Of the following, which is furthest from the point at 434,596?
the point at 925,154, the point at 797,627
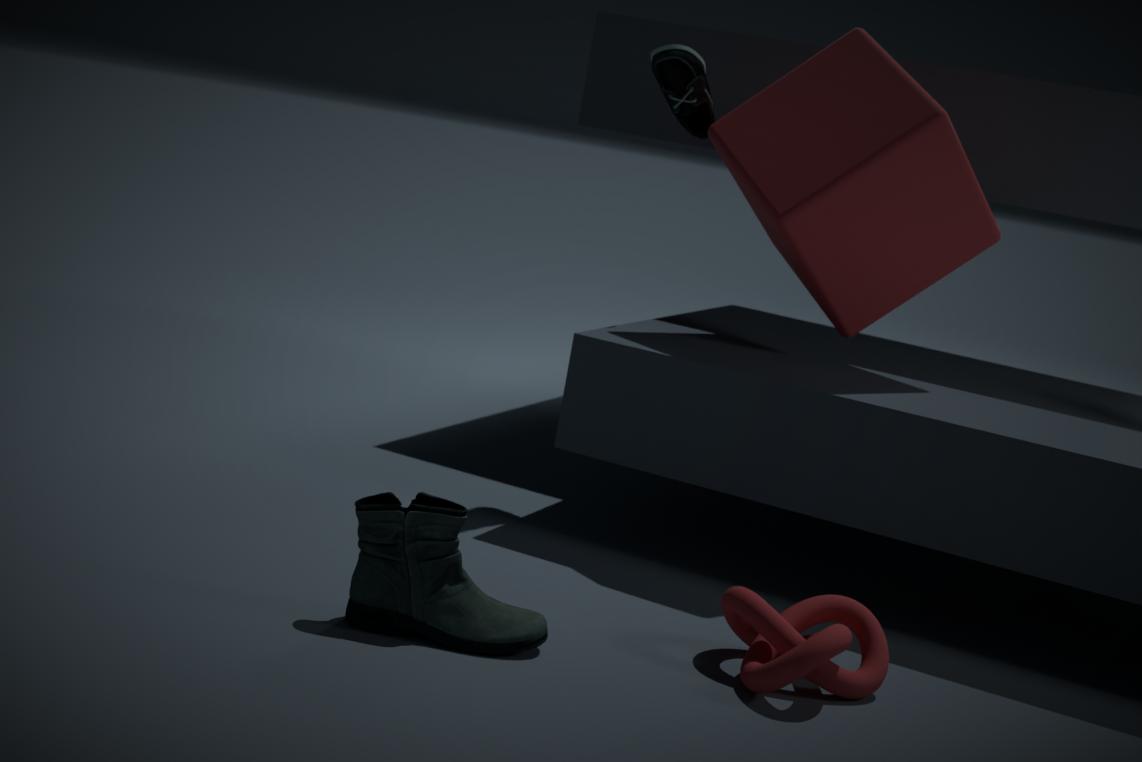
the point at 925,154
